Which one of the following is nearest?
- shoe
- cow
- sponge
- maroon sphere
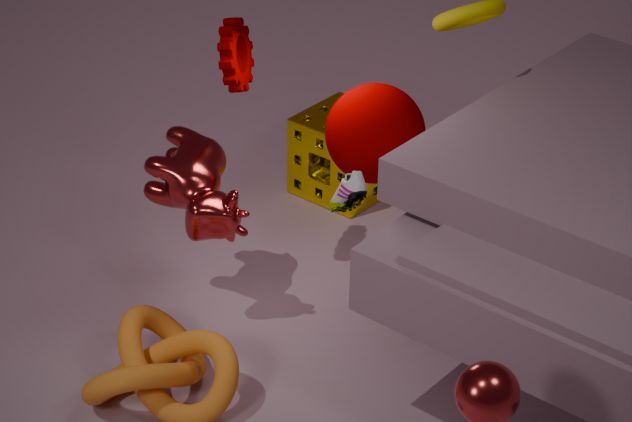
shoe
